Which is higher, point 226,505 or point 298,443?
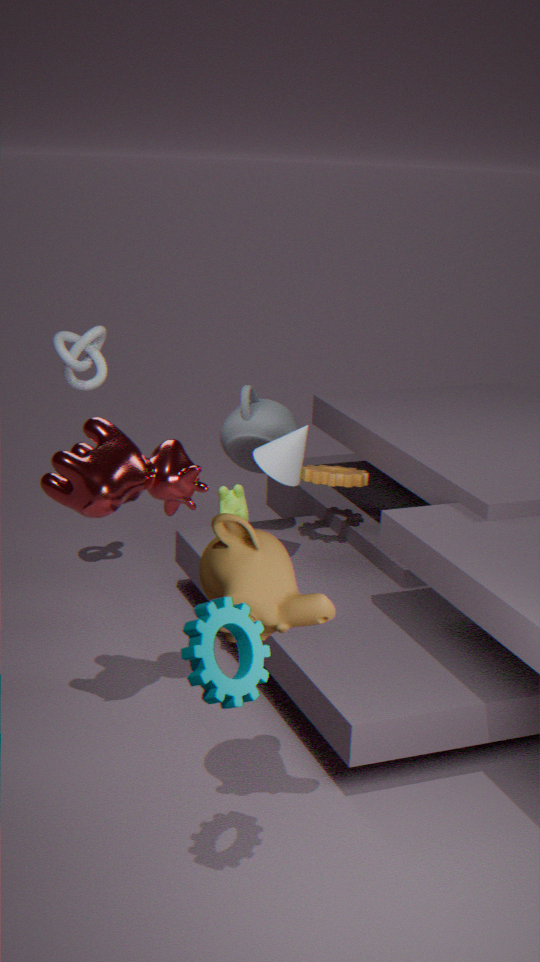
point 298,443
